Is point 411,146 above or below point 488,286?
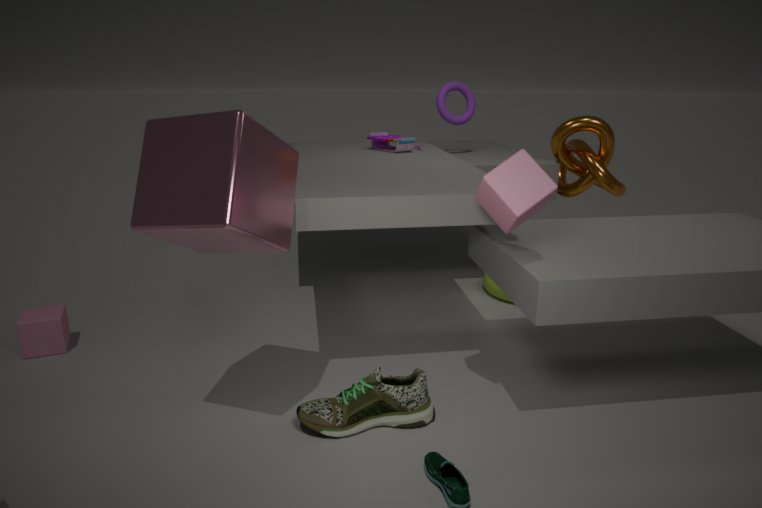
above
